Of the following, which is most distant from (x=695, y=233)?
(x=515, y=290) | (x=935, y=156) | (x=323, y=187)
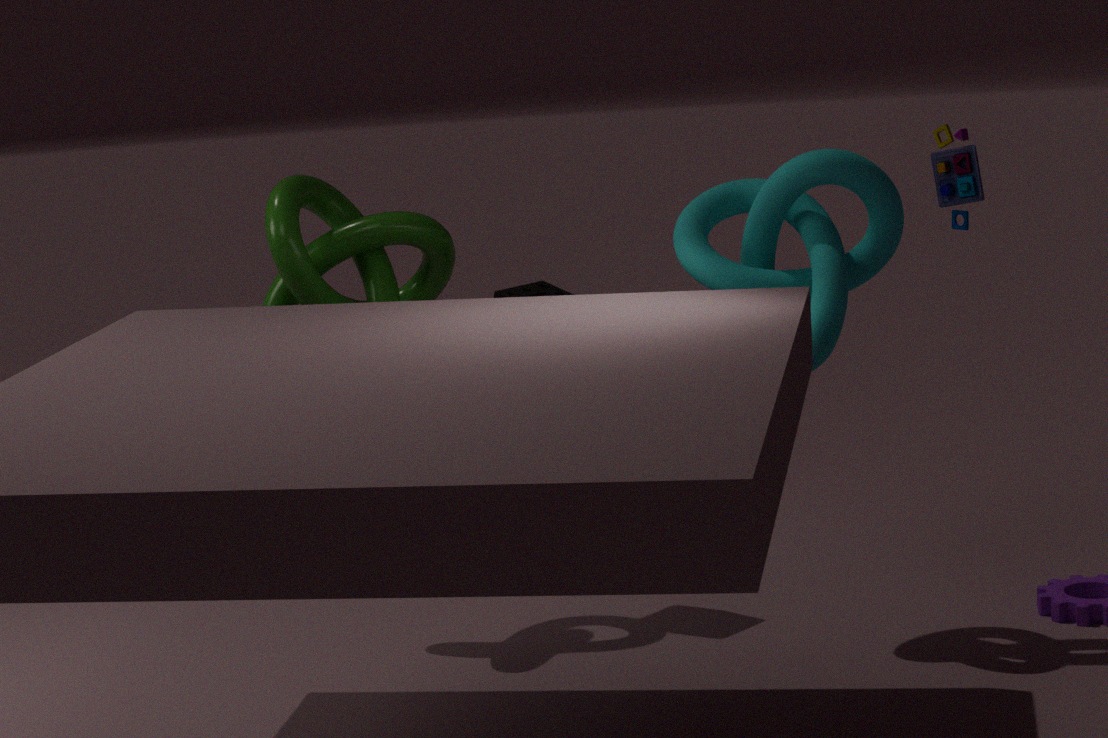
(x=323, y=187)
